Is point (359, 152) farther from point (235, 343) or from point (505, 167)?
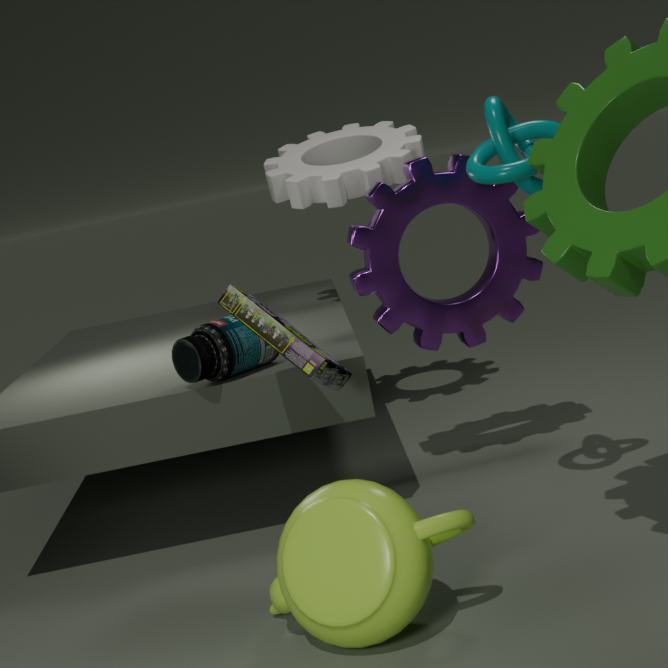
point (505, 167)
